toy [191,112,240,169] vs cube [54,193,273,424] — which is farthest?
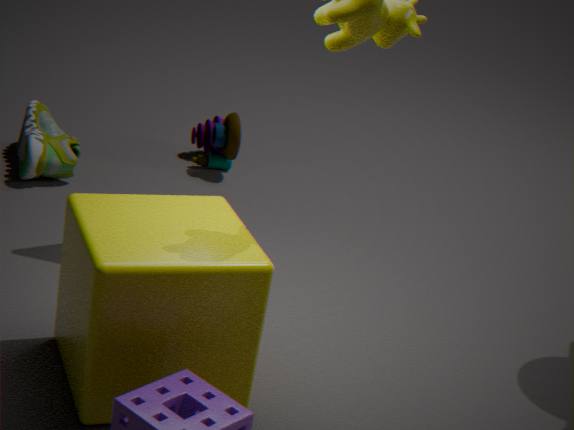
toy [191,112,240,169]
